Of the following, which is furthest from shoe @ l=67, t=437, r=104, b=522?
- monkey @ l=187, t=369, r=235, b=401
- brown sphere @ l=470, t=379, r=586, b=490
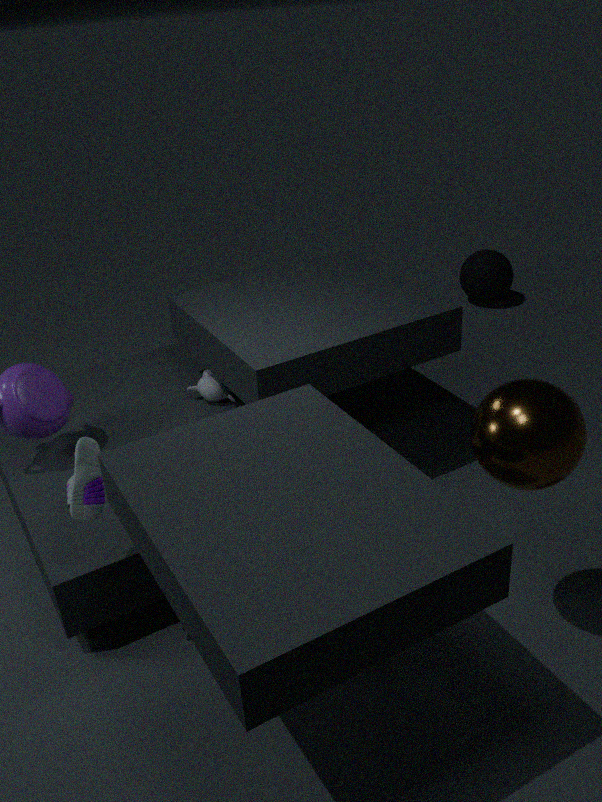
brown sphere @ l=470, t=379, r=586, b=490
